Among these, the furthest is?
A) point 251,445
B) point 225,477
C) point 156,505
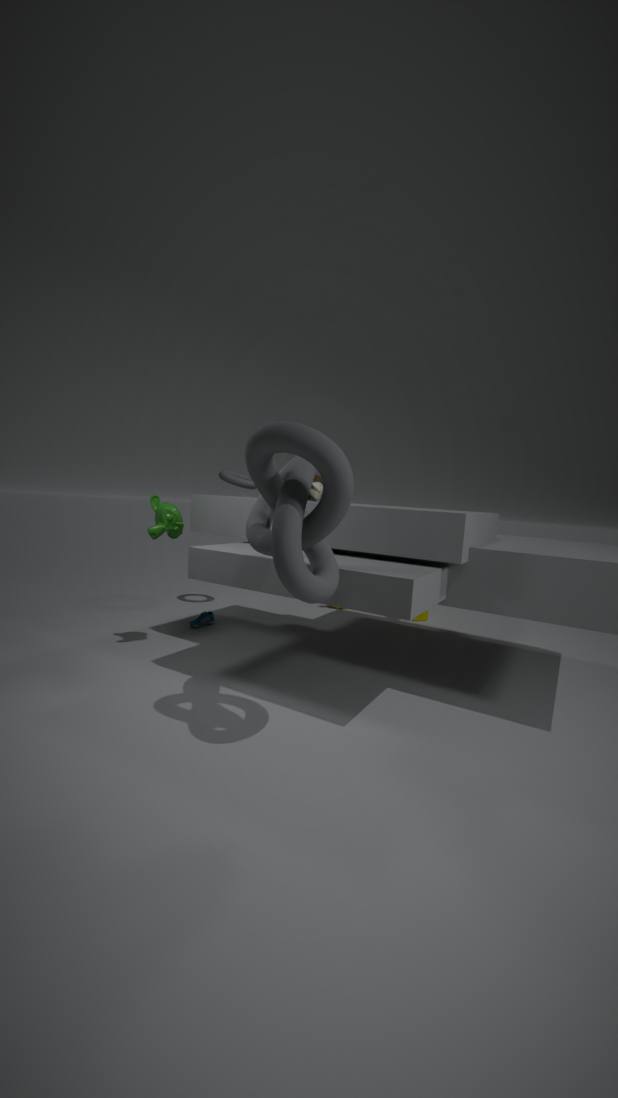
point 225,477
